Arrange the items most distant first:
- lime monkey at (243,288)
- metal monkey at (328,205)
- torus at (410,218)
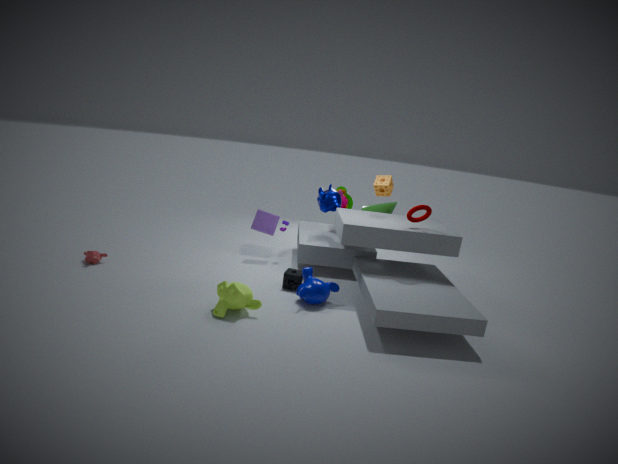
metal monkey at (328,205), torus at (410,218), lime monkey at (243,288)
